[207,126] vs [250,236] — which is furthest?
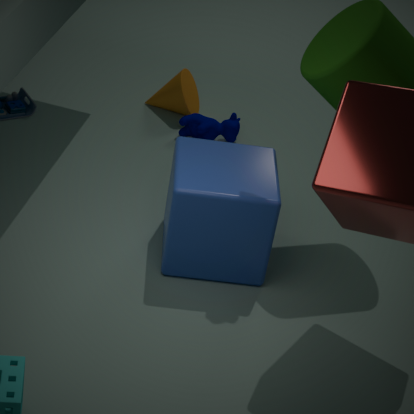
[207,126]
